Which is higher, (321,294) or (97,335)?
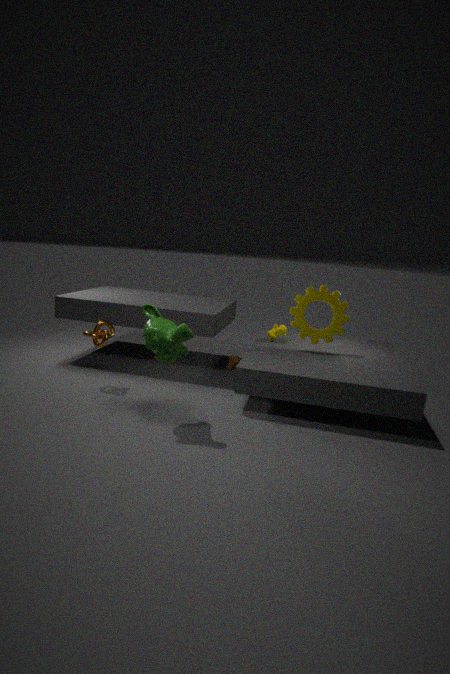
(321,294)
